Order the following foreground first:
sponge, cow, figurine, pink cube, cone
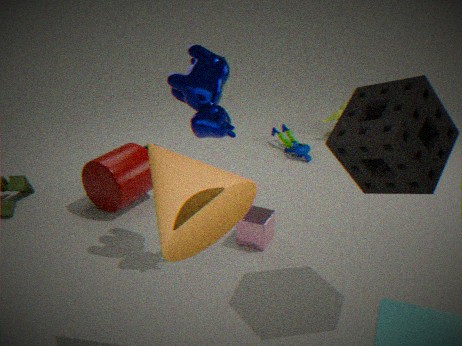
cone → sponge → cow → pink cube → figurine
